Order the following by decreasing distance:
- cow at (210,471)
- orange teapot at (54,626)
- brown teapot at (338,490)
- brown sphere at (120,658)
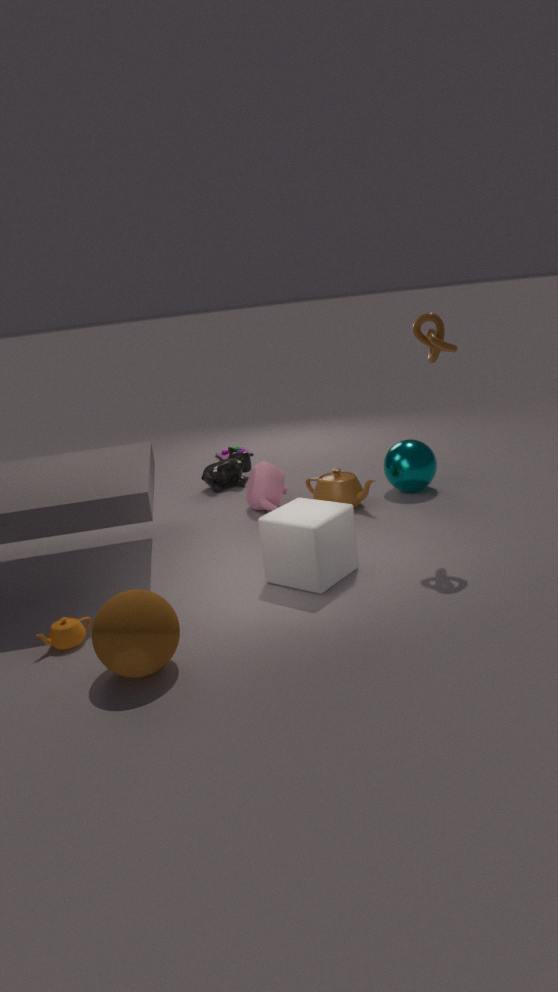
cow at (210,471), brown teapot at (338,490), orange teapot at (54,626), brown sphere at (120,658)
